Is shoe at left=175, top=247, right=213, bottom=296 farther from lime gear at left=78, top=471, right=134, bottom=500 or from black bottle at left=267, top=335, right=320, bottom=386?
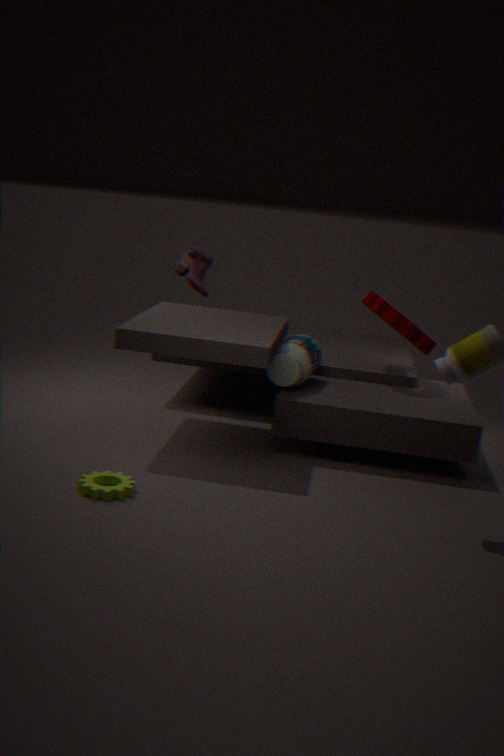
lime gear at left=78, top=471, right=134, bottom=500
